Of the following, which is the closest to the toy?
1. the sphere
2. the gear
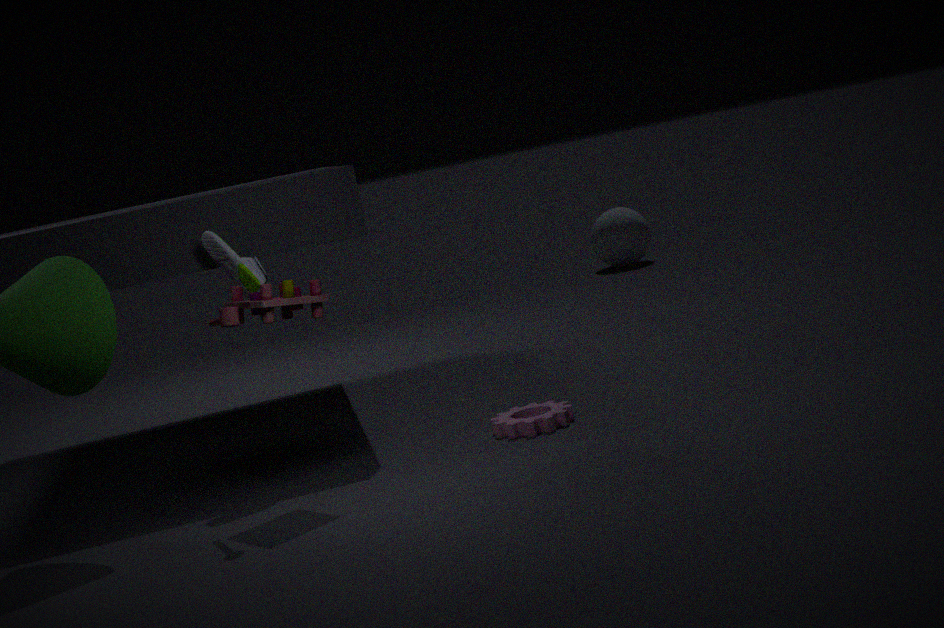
the gear
